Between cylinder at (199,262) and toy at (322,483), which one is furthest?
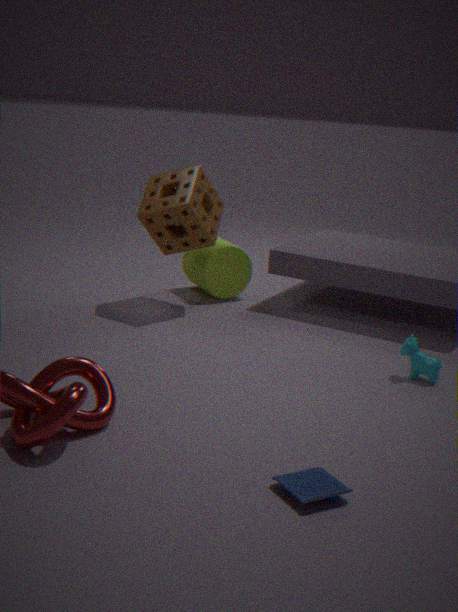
cylinder at (199,262)
